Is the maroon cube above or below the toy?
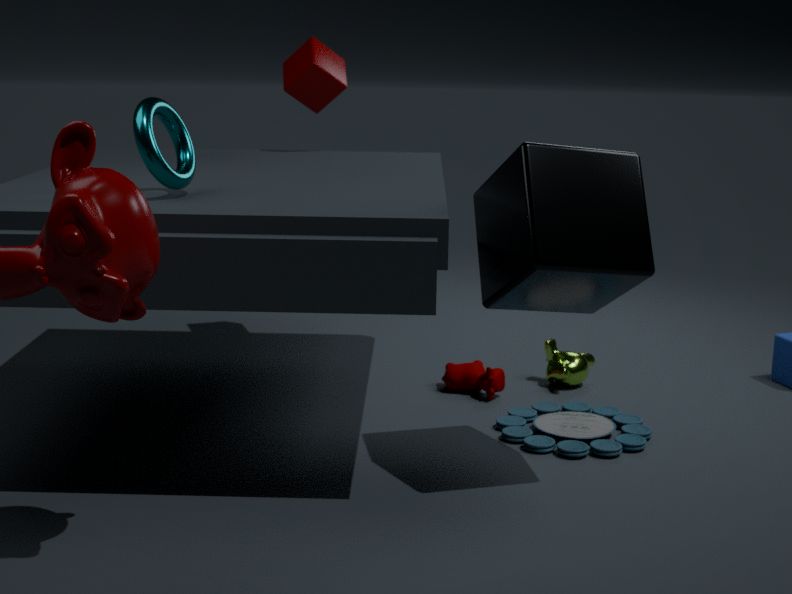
above
